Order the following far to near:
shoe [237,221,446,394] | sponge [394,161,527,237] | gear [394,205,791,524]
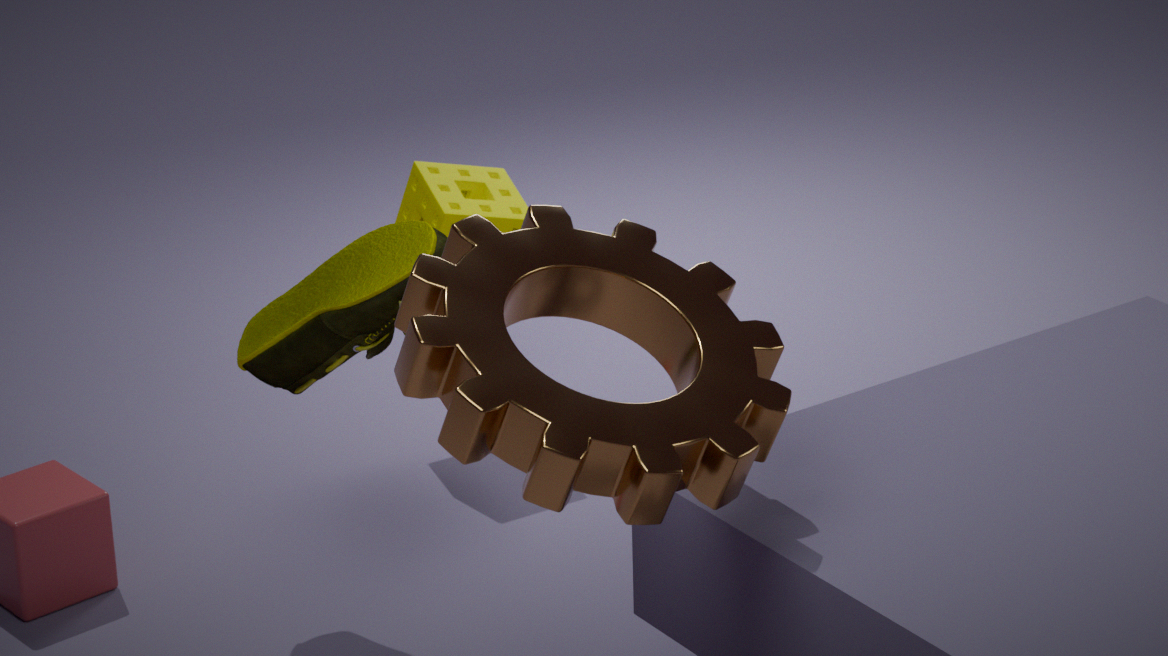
sponge [394,161,527,237] < shoe [237,221,446,394] < gear [394,205,791,524]
